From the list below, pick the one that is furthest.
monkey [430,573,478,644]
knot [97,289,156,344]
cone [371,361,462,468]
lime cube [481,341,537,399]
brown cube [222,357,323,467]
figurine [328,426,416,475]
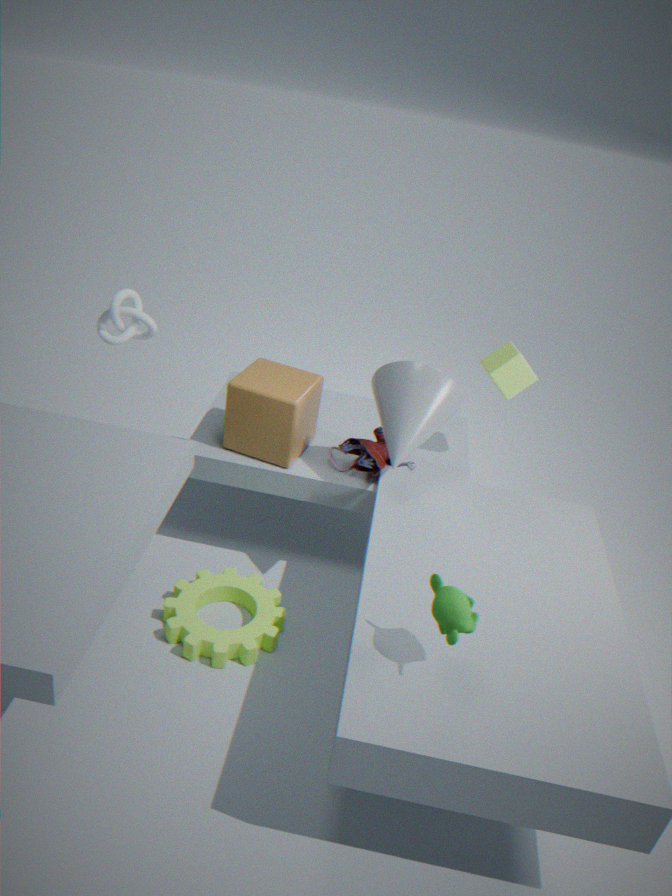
lime cube [481,341,537,399]
